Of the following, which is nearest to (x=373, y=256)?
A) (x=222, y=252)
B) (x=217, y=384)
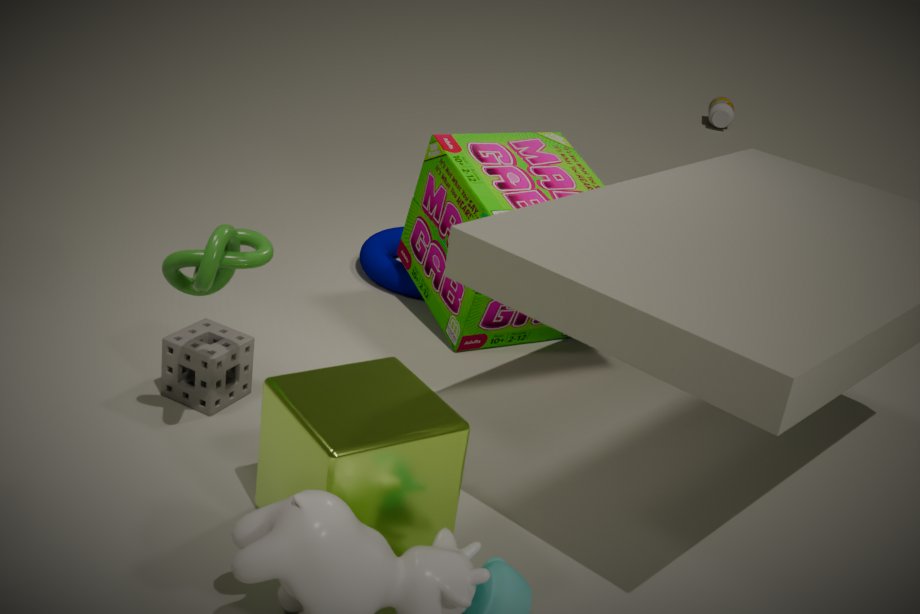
(x=217, y=384)
